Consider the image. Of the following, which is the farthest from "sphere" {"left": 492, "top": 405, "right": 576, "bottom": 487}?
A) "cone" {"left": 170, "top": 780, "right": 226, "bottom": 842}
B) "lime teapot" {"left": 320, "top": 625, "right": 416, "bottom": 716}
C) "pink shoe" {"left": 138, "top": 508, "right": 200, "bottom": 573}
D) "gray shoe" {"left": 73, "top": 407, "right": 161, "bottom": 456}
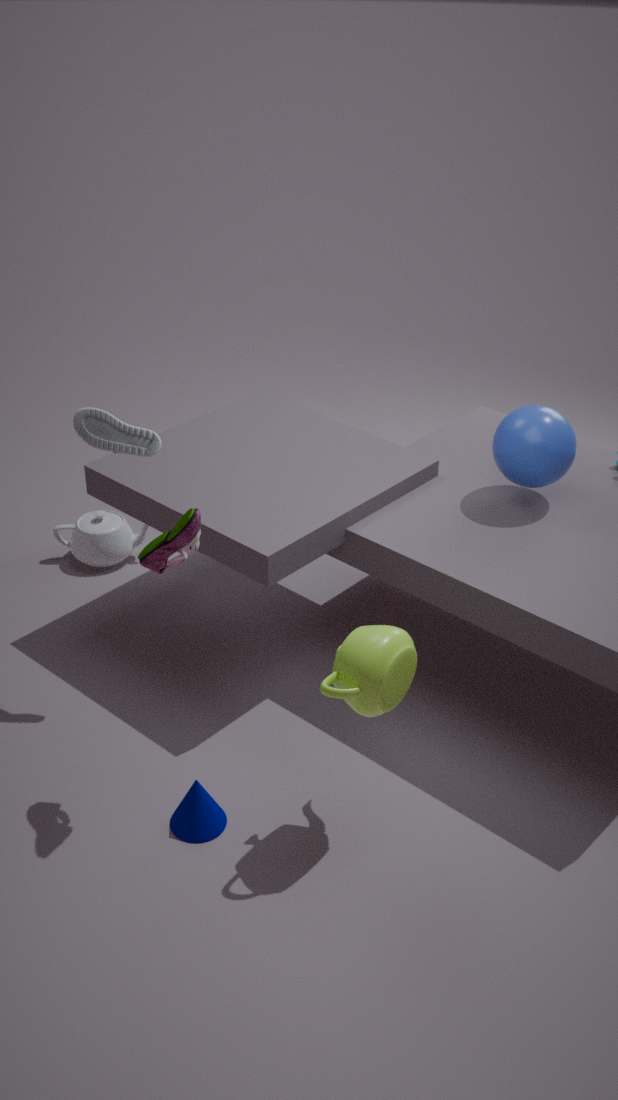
"cone" {"left": 170, "top": 780, "right": 226, "bottom": 842}
